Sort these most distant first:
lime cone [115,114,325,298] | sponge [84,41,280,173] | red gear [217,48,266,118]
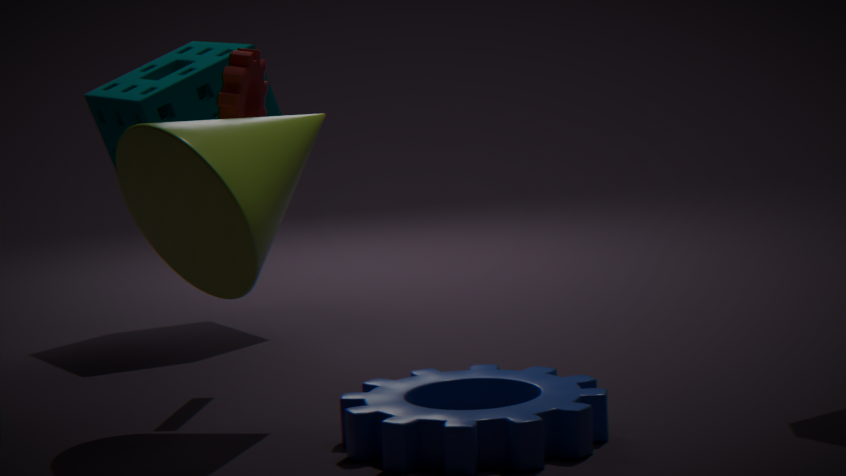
sponge [84,41,280,173], red gear [217,48,266,118], lime cone [115,114,325,298]
